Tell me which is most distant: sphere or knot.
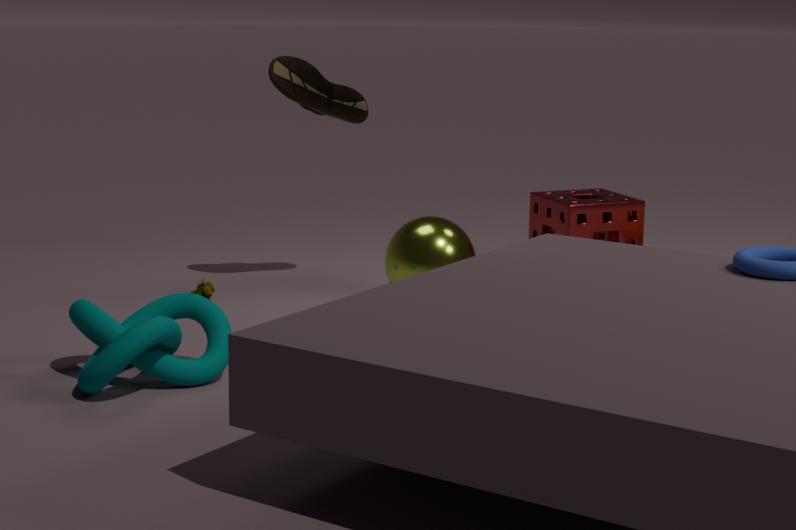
sphere
